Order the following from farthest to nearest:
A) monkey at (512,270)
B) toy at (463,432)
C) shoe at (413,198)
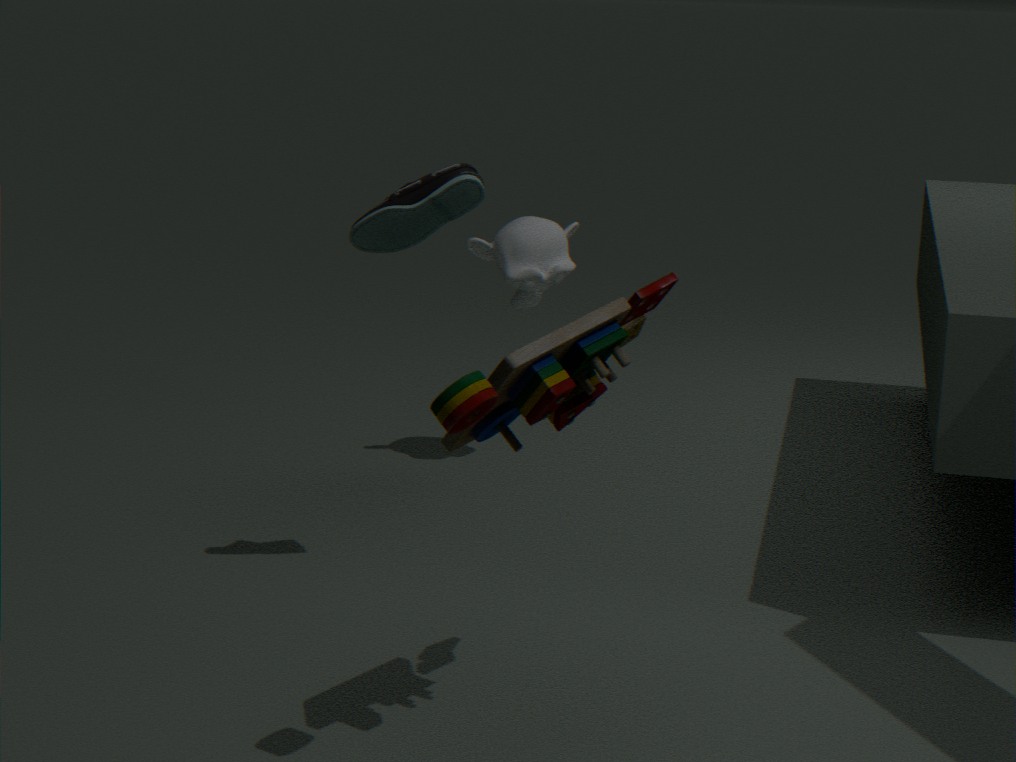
monkey at (512,270)
shoe at (413,198)
toy at (463,432)
